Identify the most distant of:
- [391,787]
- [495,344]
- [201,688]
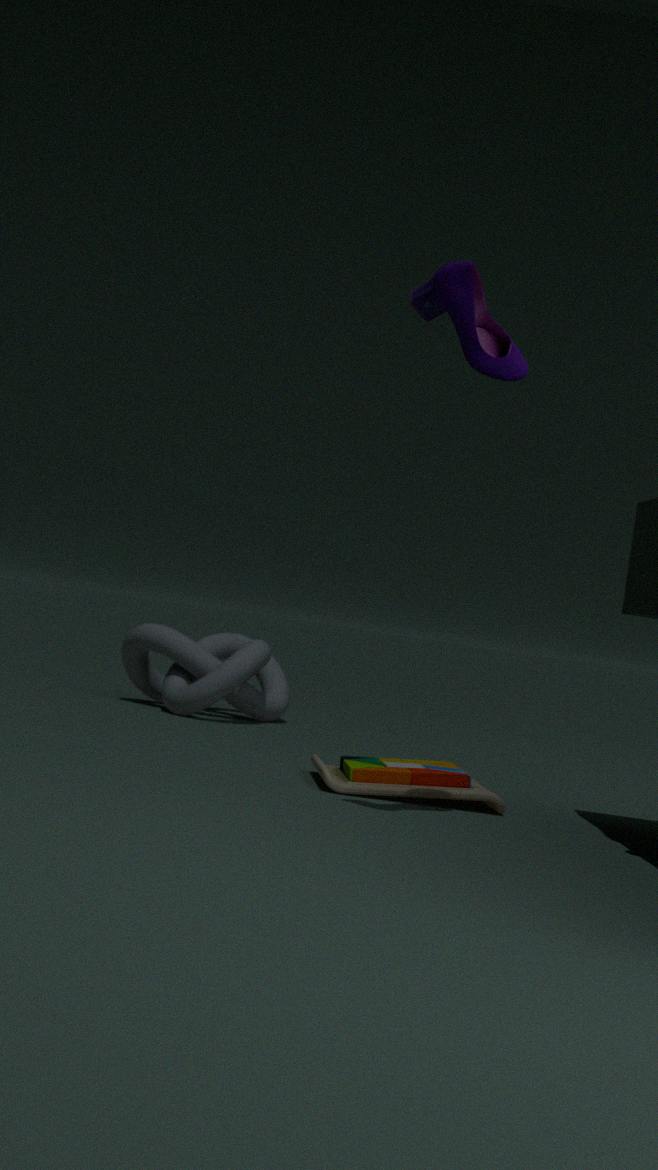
[201,688]
